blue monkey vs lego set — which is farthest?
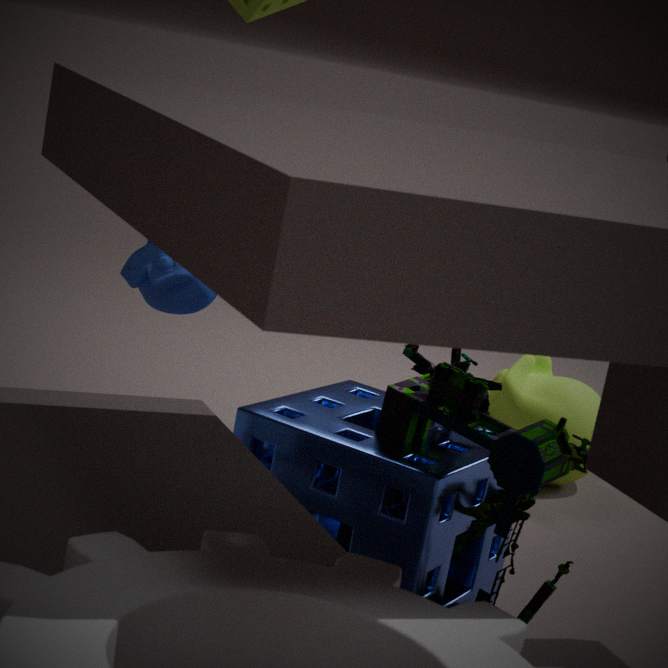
blue monkey
